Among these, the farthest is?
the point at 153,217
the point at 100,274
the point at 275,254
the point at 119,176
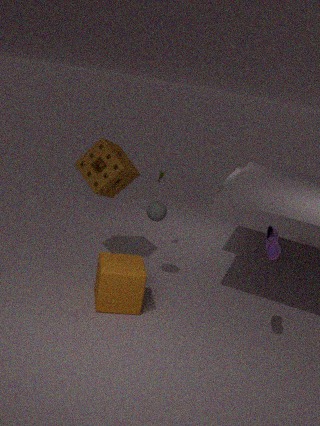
the point at 119,176
